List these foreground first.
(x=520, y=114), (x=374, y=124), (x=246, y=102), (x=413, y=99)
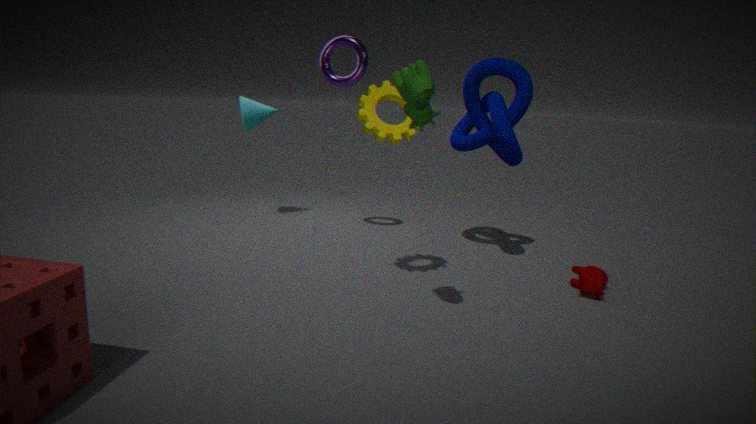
(x=413, y=99), (x=374, y=124), (x=520, y=114), (x=246, y=102)
